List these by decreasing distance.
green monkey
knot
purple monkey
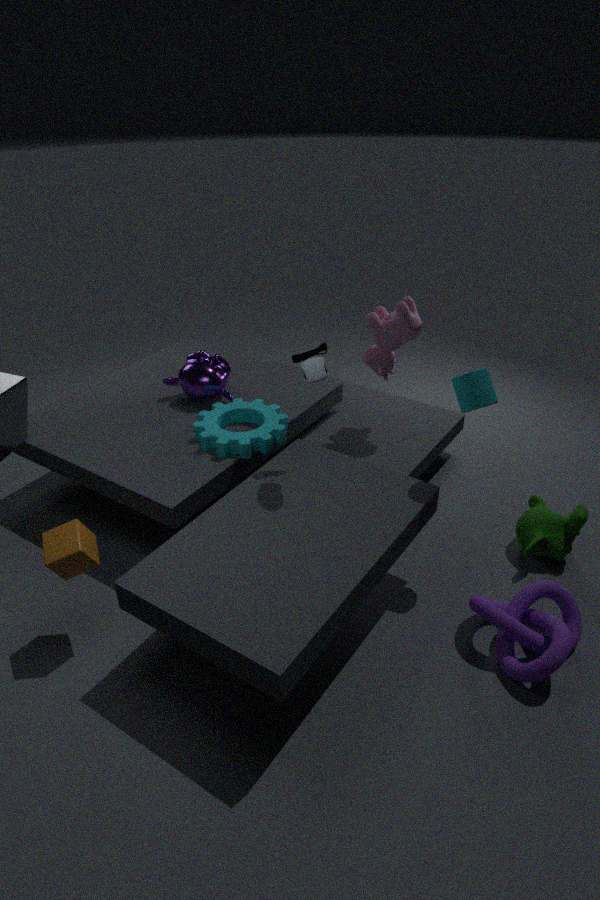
purple monkey < green monkey < knot
